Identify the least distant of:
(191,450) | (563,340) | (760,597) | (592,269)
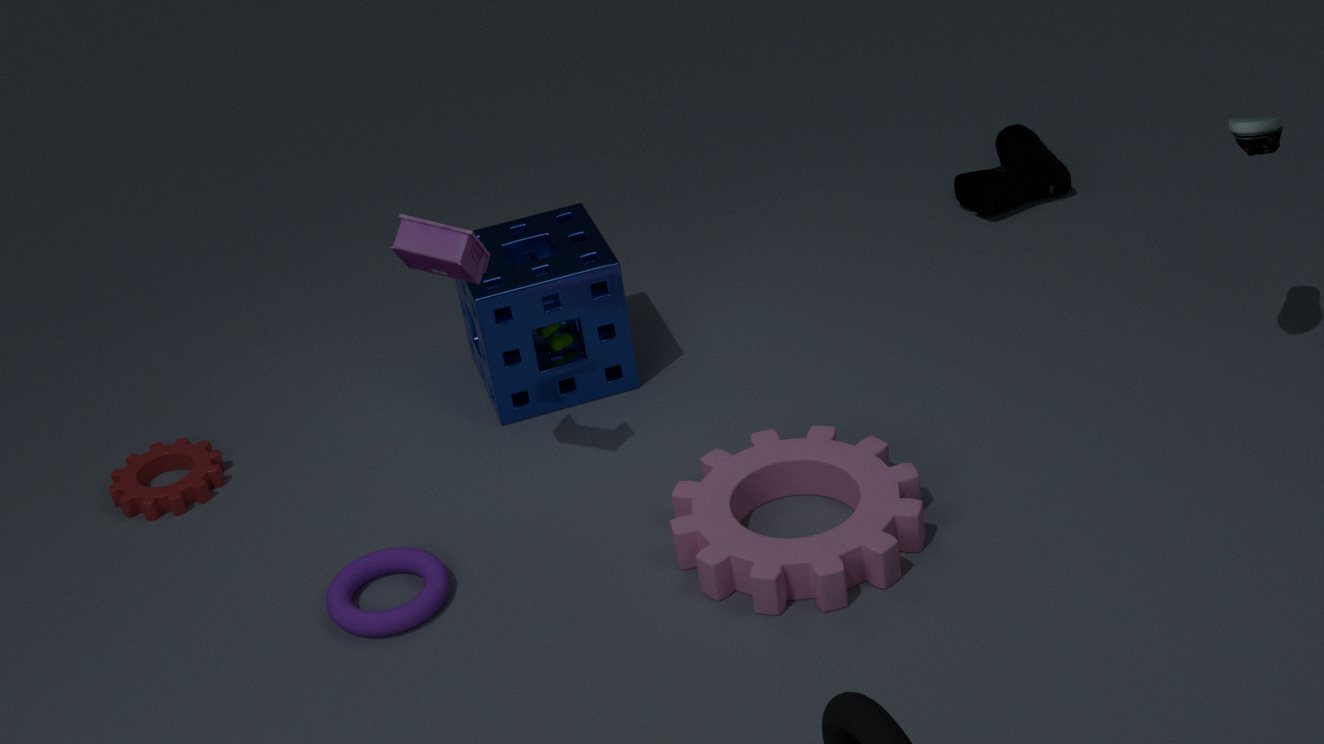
(760,597)
